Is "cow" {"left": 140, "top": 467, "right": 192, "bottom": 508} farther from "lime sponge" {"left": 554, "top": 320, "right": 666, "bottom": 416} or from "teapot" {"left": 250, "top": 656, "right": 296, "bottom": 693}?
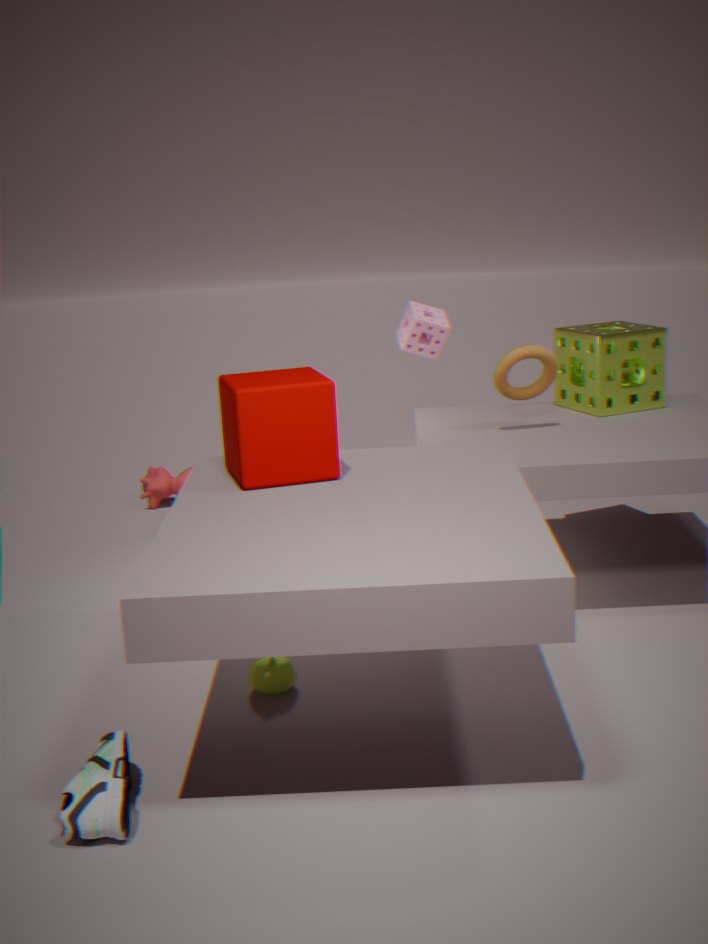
"teapot" {"left": 250, "top": 656, "right": 296, "bottom": 693}
